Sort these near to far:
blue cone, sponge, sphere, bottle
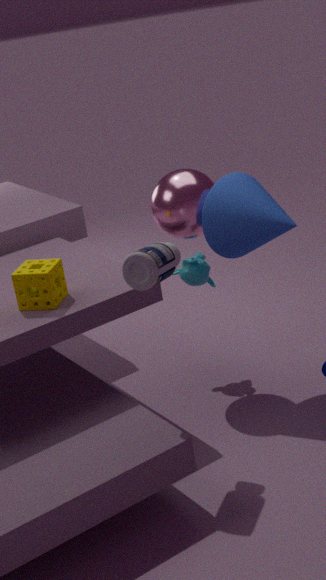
bottle < sponge < blue cone < sphere
